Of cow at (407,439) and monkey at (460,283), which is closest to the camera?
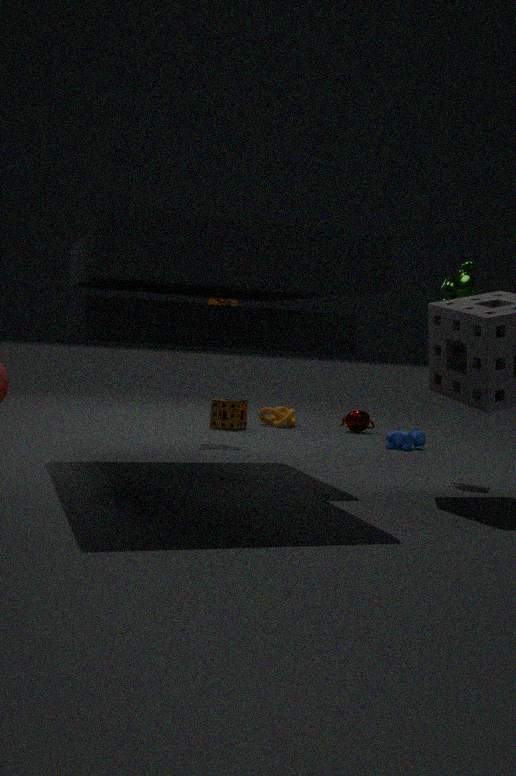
monkey at (460,283)
